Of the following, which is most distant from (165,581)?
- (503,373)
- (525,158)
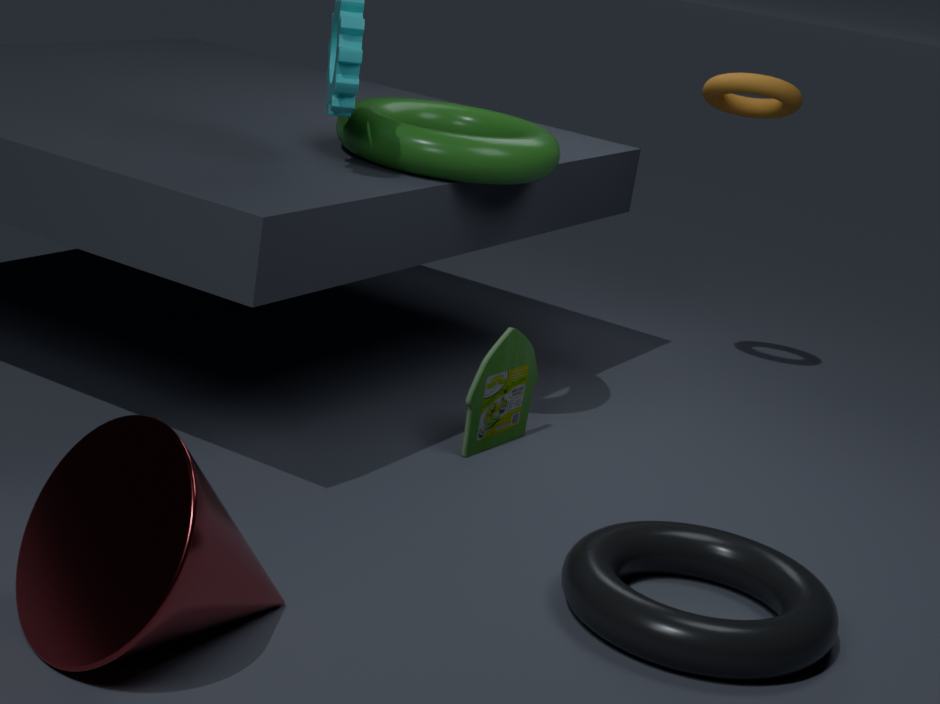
(525,158)
